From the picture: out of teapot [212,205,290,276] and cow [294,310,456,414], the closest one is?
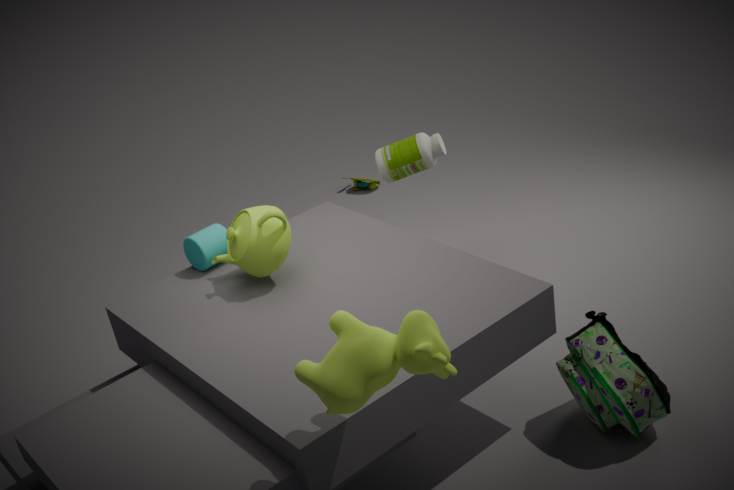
cow [294,310,456,414]
